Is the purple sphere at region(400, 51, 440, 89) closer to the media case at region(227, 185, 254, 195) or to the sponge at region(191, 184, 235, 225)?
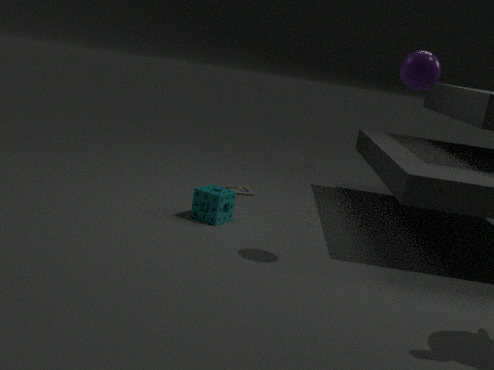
the sponge at region(191, 184, 235, 225)
